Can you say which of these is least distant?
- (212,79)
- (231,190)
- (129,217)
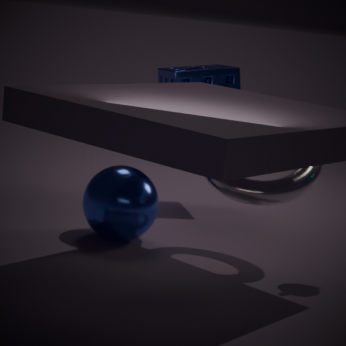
Result: (231,190)
